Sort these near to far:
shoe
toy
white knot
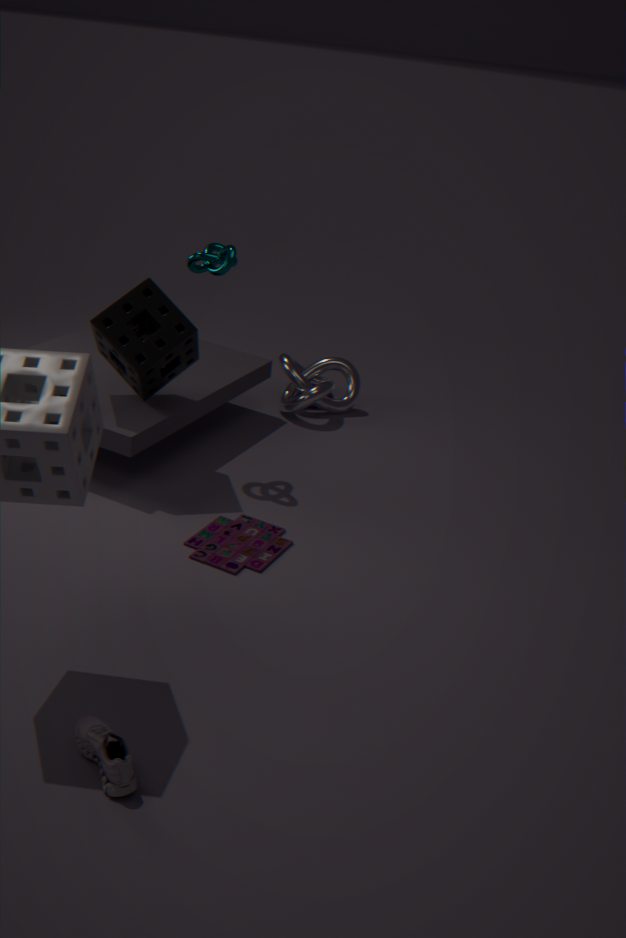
shoe < toy < white knot
